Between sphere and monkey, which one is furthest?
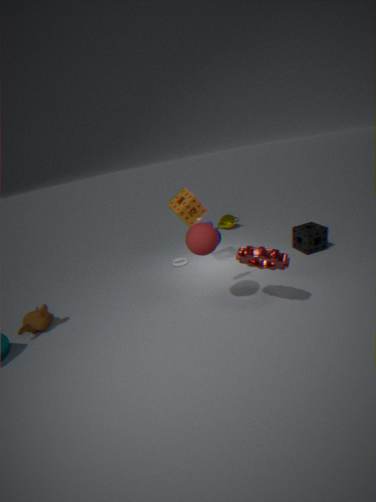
monkey
